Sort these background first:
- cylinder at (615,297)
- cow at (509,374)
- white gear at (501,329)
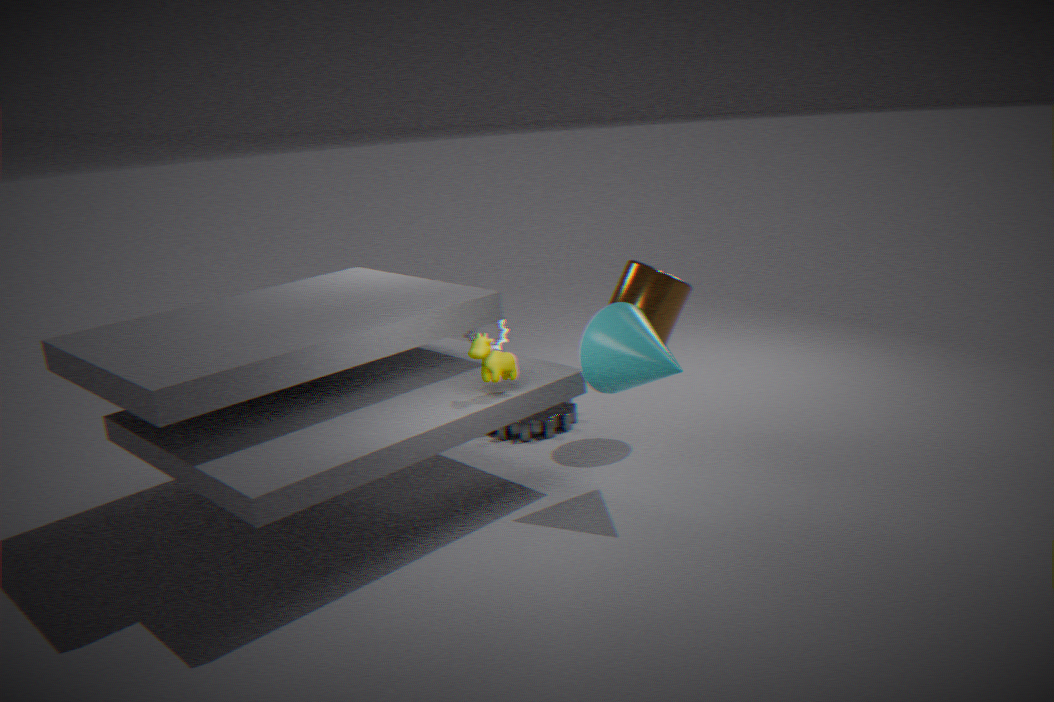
white gear at (501,329)
cylinder at (615,297)
cow at (509,374)
